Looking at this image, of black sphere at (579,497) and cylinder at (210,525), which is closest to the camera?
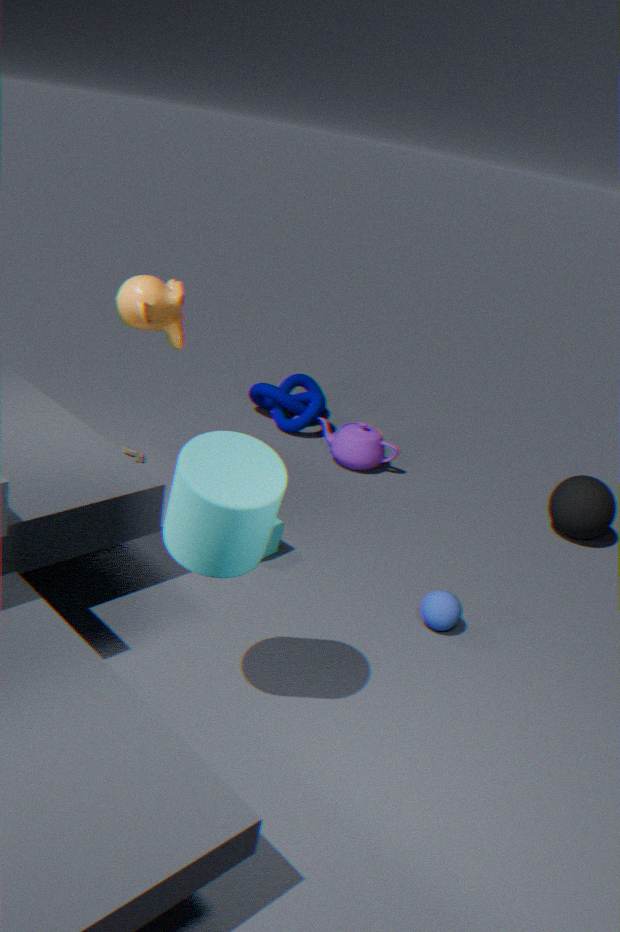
cylinder at (210,525)
